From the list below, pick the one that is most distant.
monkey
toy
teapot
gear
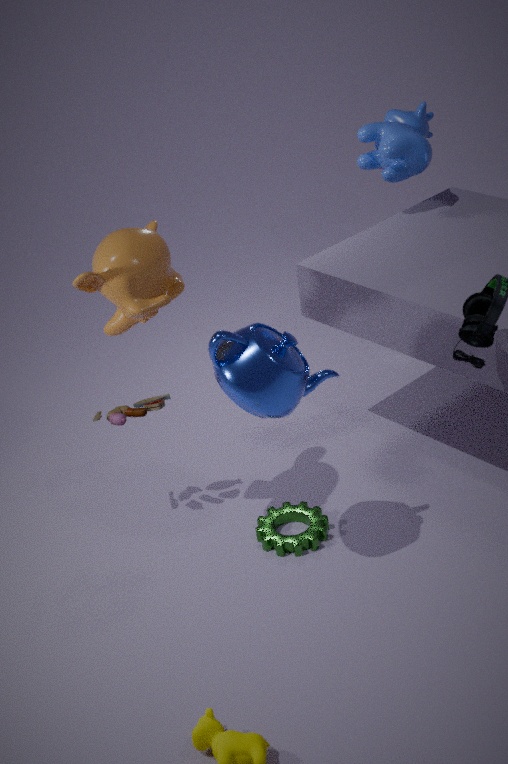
toy
